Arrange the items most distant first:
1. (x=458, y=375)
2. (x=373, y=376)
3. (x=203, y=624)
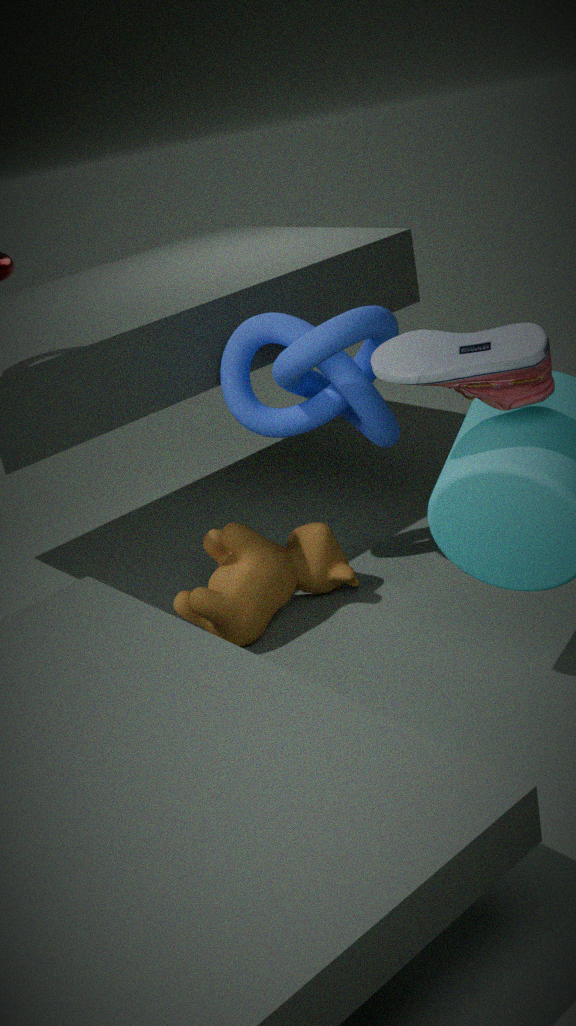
(x=373, y=376) → (x=203, y=624) → (x=458, y=375)
